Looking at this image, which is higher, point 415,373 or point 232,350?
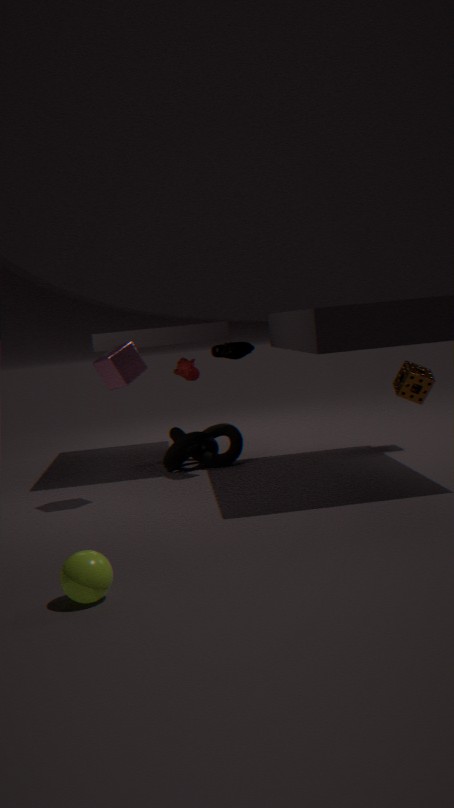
point 232,350
